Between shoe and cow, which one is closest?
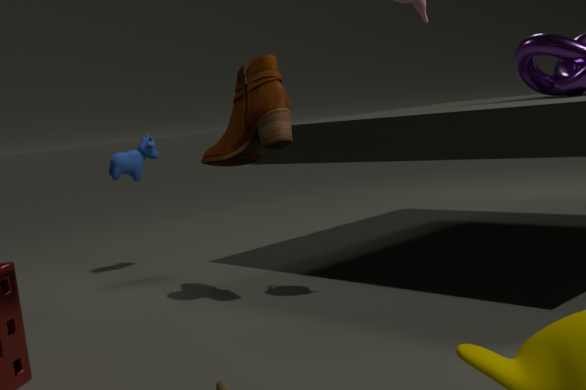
shoe
